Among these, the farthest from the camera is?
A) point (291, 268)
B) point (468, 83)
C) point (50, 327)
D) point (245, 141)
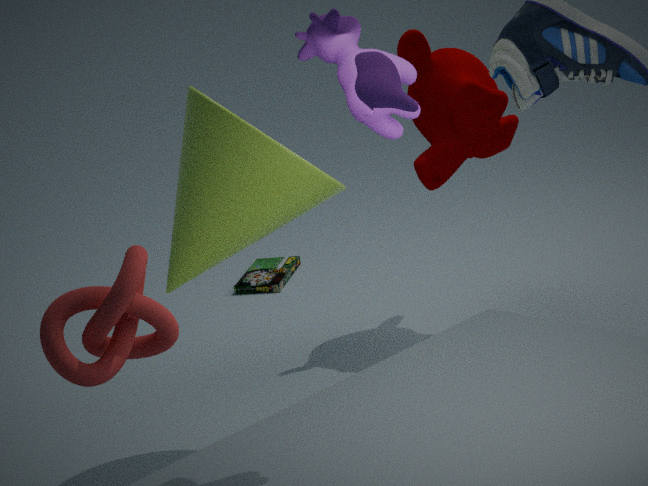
point (291, 268)
